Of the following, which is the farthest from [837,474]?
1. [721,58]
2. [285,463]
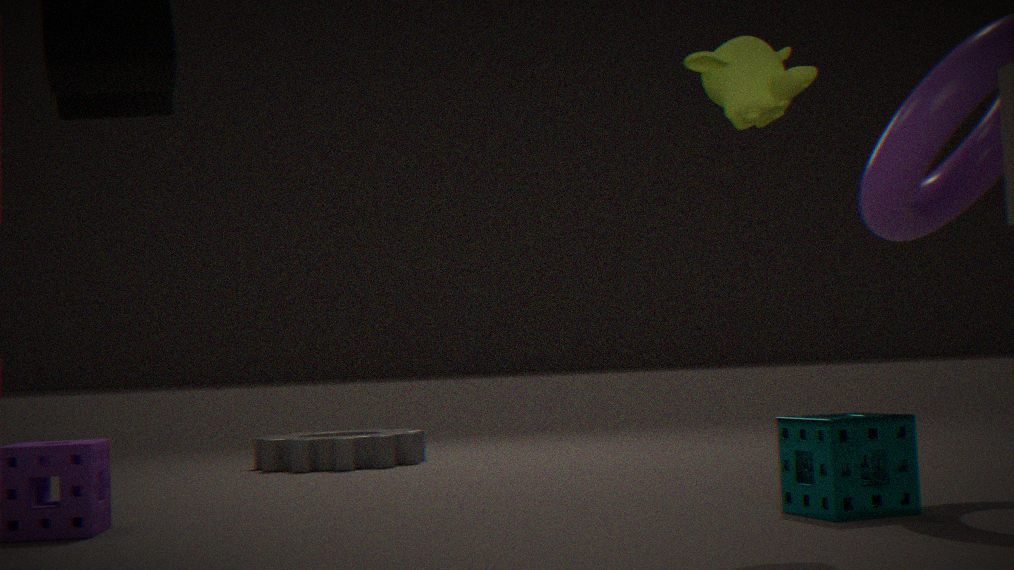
[285,463]
